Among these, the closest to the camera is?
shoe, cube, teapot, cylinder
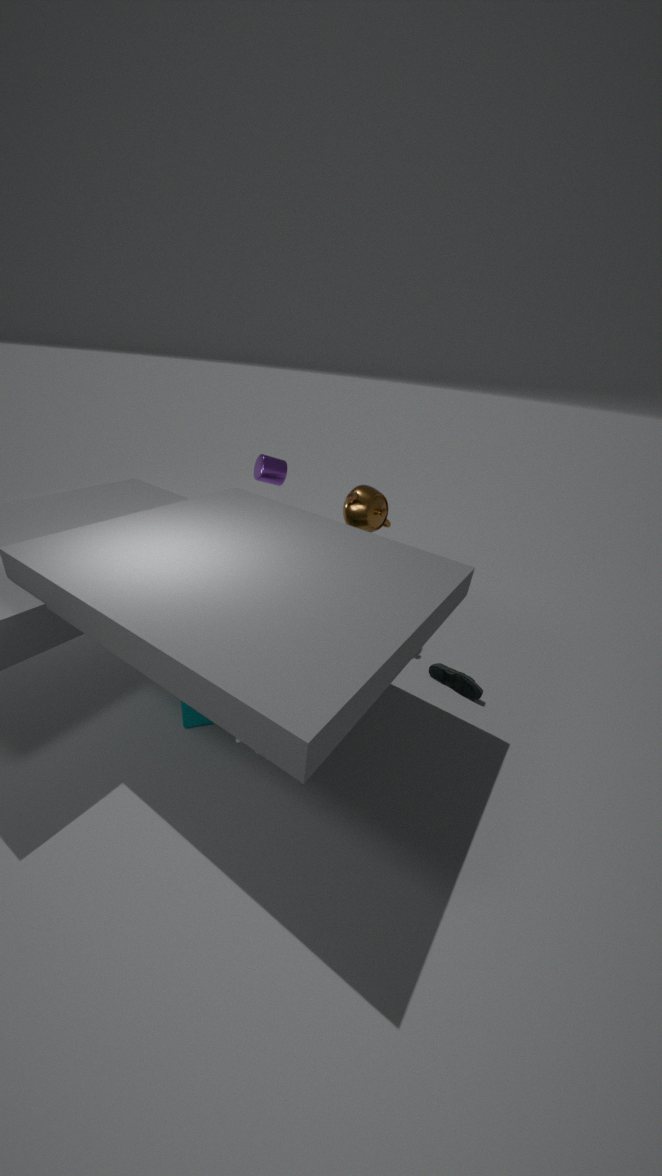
cube
